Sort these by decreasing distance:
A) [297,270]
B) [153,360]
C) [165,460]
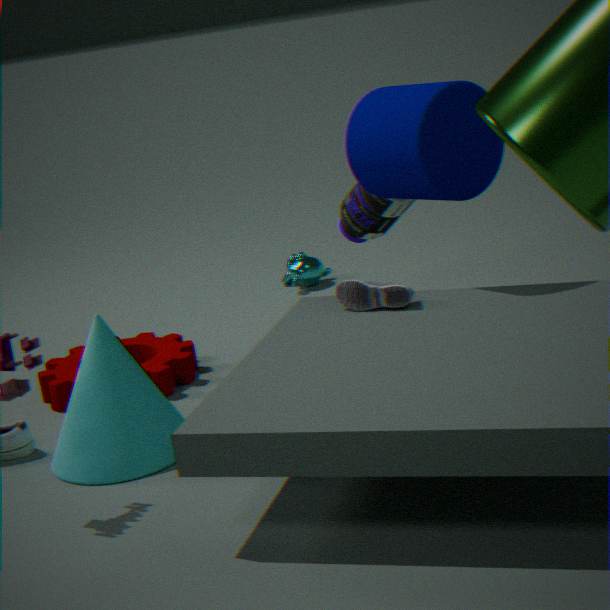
[297,270] → [153,360] → [165,460]
